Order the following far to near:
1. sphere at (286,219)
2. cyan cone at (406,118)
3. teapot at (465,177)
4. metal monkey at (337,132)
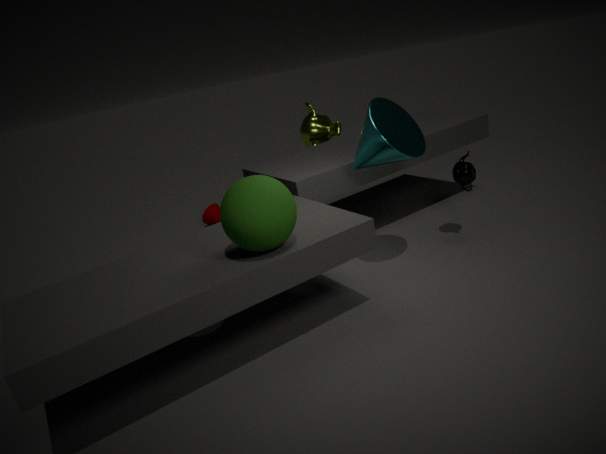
metal monkey at (337,132) → teapot at (465,177) → cyan cone at (406,118) → sphere at (286,219)
